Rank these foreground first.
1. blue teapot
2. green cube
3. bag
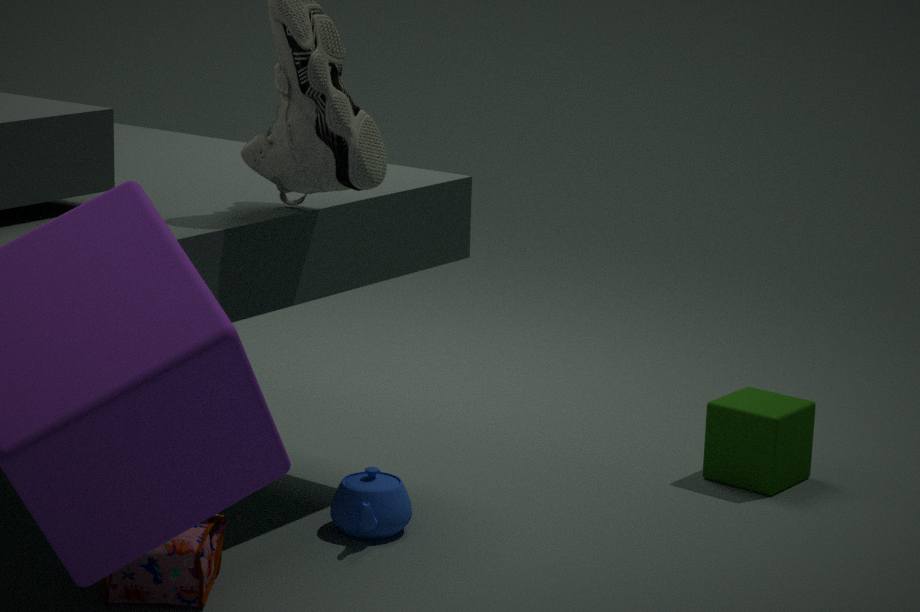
bag
blue teapot
green cube
